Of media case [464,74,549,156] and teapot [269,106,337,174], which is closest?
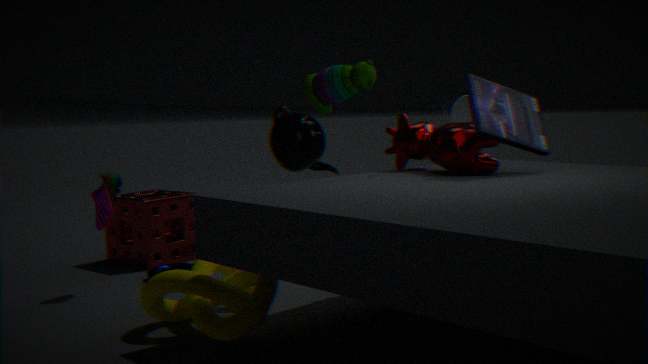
media case [464,74,549,156]
